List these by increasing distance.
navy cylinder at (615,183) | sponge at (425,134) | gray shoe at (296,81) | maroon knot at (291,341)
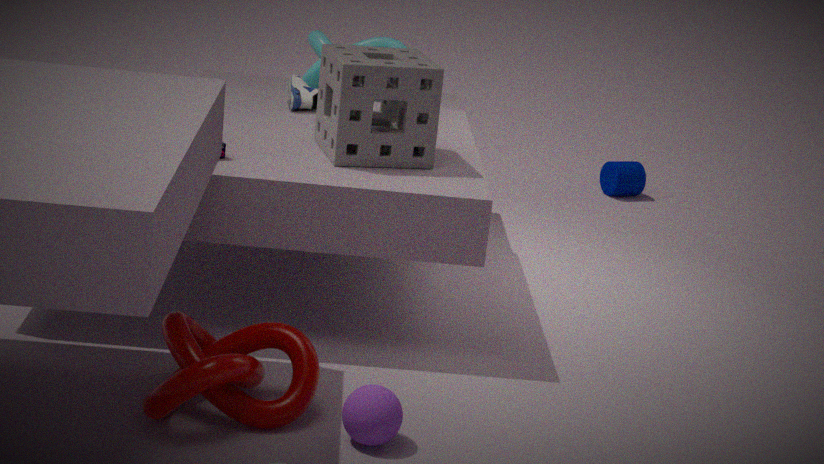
maroon knot at (291,341), sponge at (425,134), gray shoe at (296,81), navy cylinder at (615,183)
